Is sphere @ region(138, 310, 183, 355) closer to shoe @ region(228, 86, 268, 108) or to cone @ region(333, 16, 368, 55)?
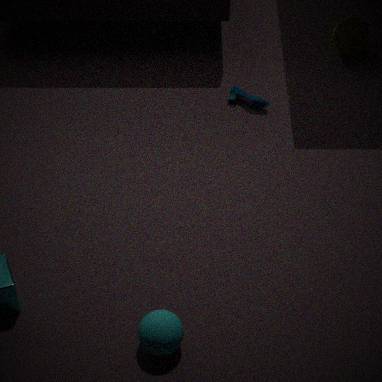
shoe @ region(228, 86, 268, 108)
